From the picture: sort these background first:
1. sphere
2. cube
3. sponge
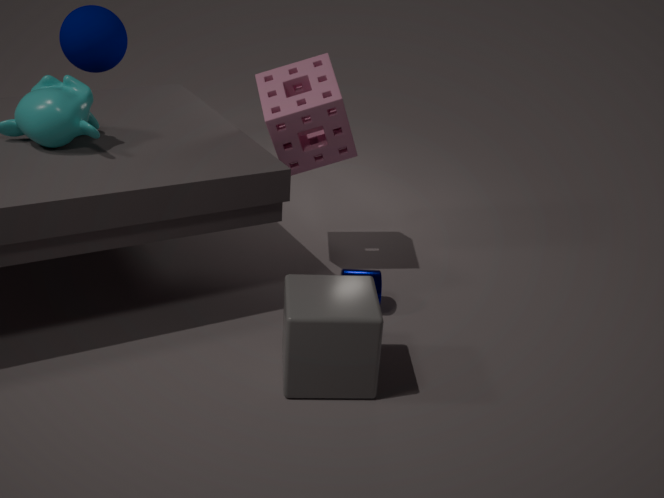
sphere → sponge → cube
